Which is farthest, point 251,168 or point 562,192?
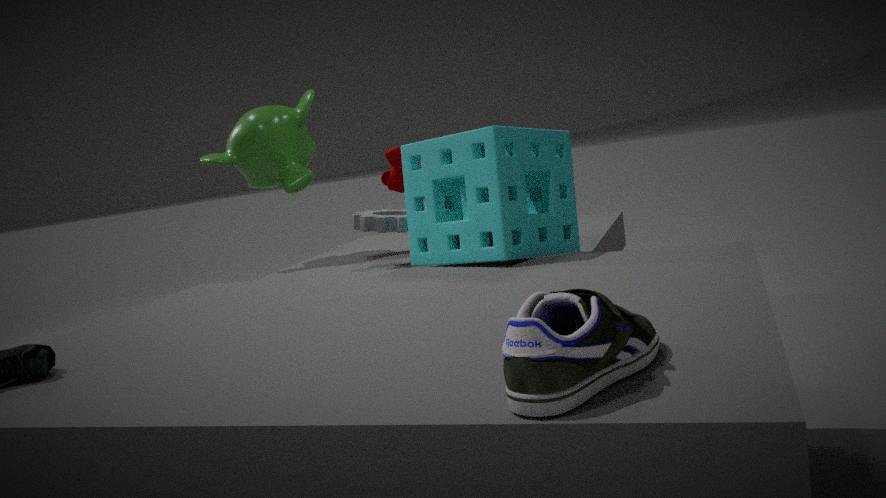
point 251,168
